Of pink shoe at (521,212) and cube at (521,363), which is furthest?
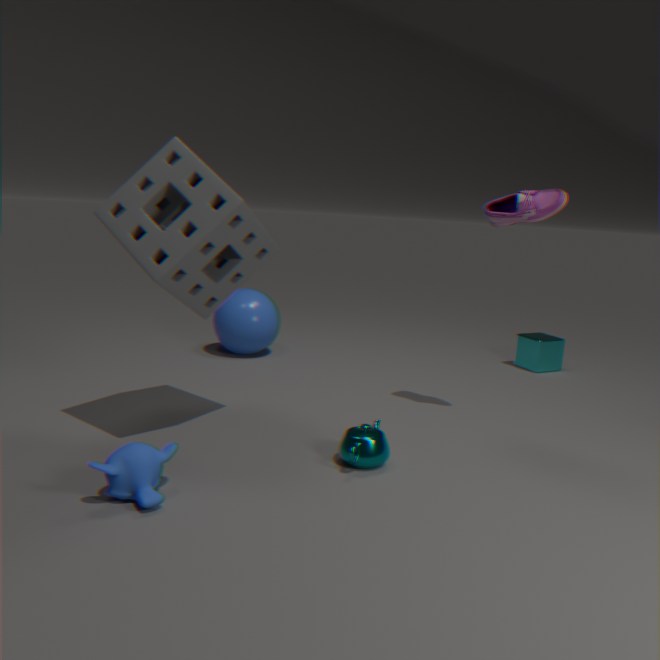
cube at (521,363)
